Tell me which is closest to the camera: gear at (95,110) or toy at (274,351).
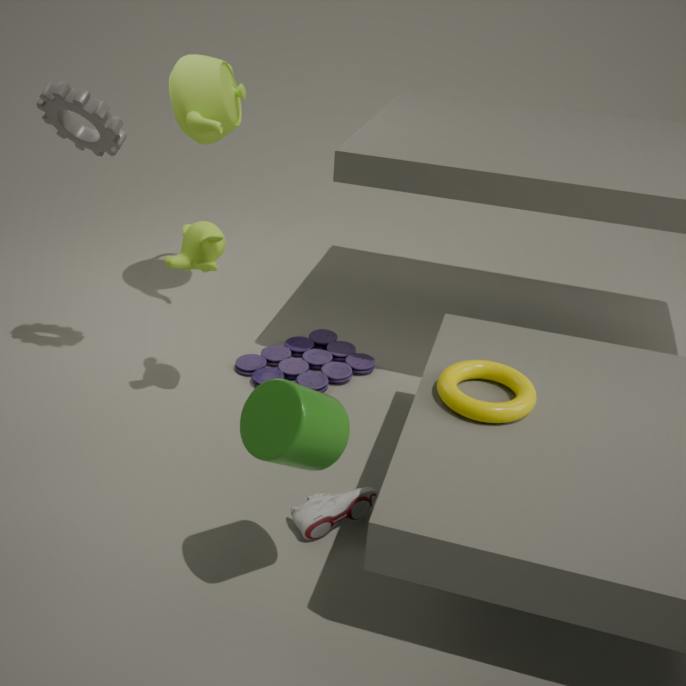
gear at (95,110)
